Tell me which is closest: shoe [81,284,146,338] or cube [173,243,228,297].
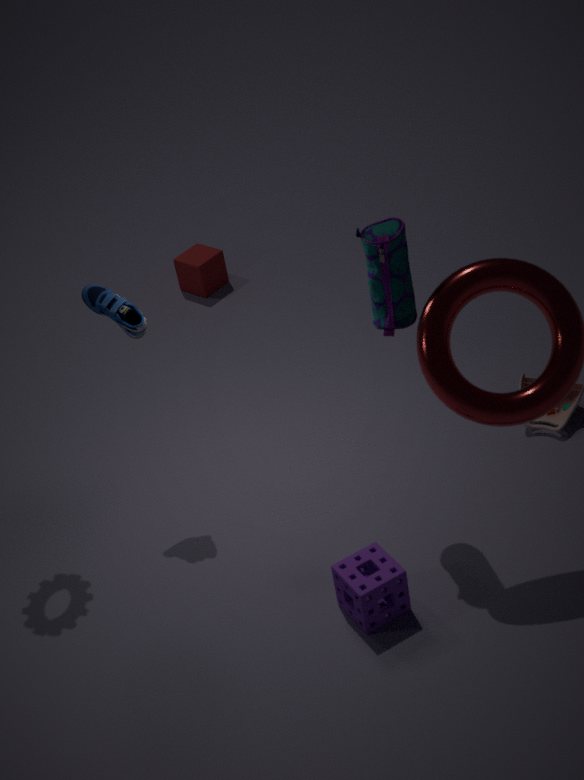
shoe [81,284,146,338]
